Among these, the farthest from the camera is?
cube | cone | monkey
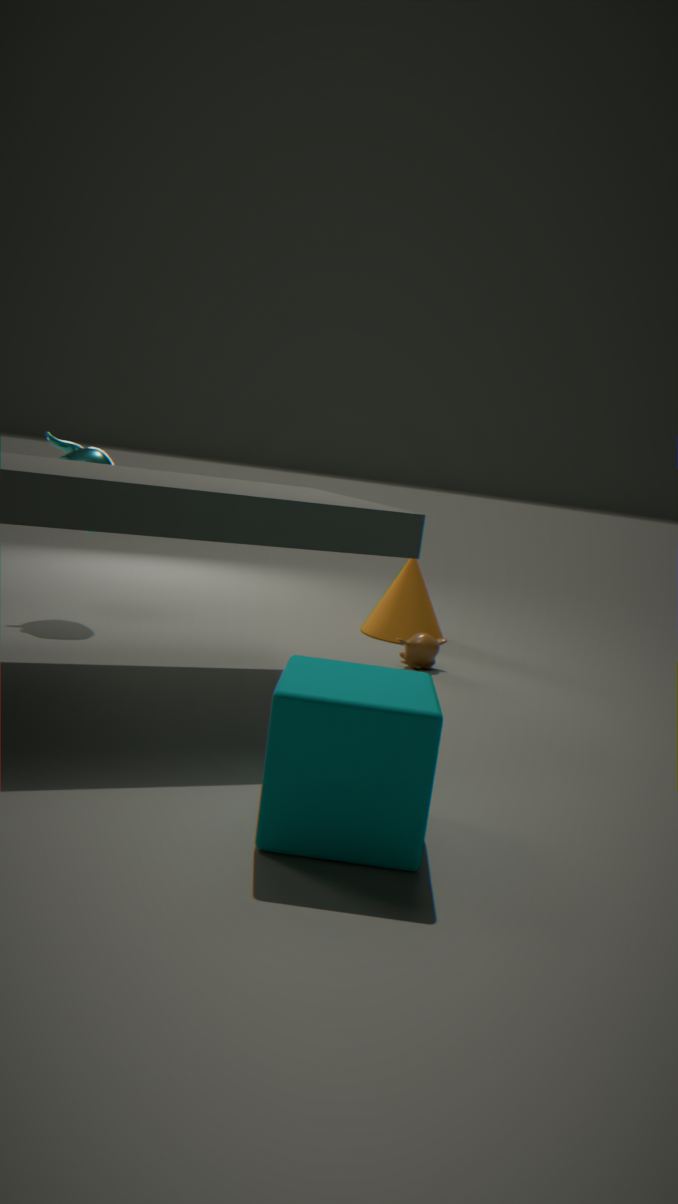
cone
